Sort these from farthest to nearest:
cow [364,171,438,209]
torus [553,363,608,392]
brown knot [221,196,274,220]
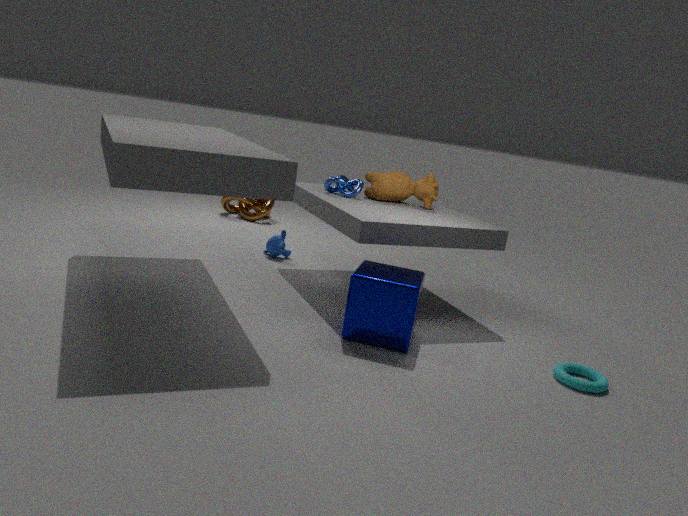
1. brown knot [221,196,274,220]
2. cow [364,171,438,209]
3. torus [553,363,608,392]
